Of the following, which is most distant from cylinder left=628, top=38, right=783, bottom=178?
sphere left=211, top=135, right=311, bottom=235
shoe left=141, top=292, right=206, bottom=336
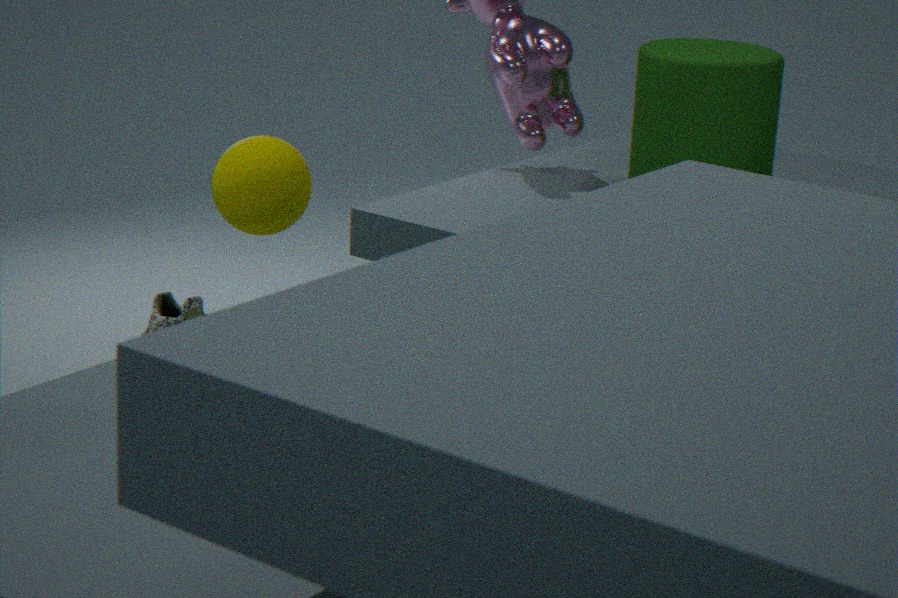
sphere left=211, top=135, right=311, bottom=235
